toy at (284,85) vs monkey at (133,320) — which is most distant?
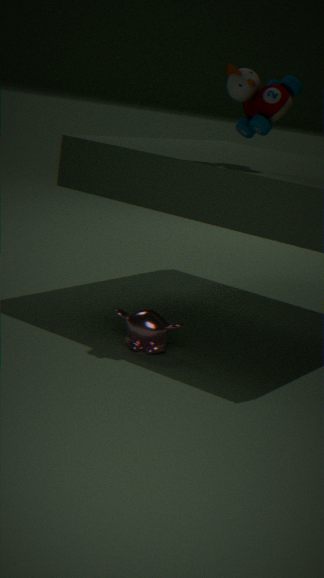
monkey at (133,320)
